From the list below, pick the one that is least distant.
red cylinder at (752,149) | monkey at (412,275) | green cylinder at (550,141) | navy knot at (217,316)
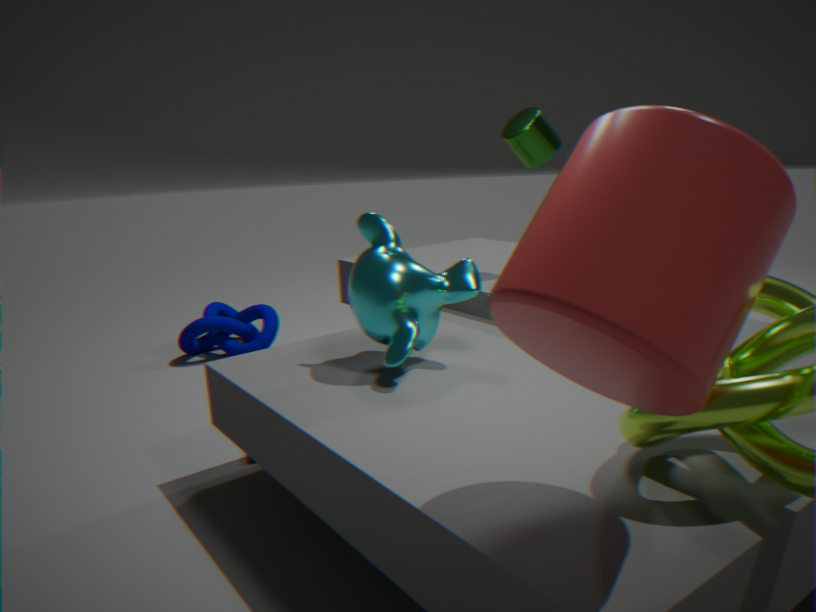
red cylinder at (752,149)
